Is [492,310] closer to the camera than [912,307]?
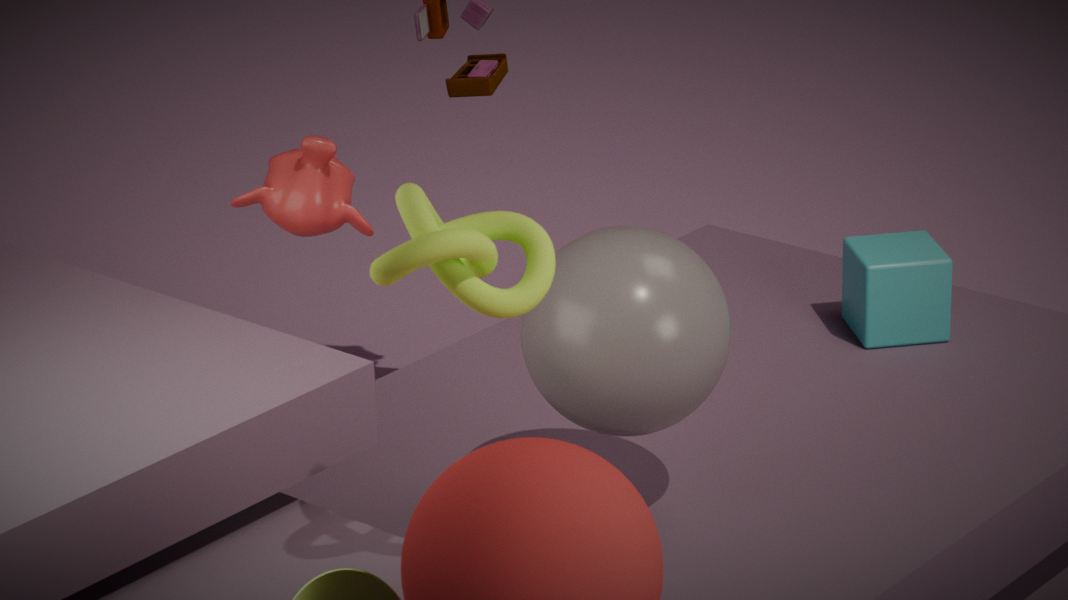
Yes
